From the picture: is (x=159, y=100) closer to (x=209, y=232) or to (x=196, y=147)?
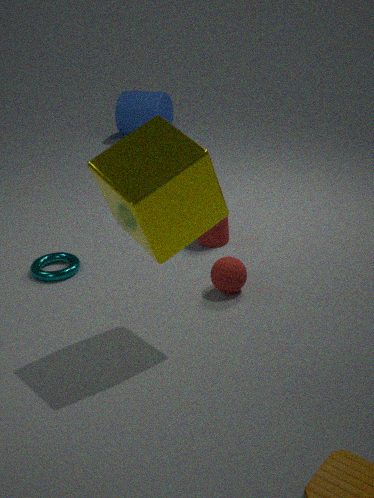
(x=209, y=232)
